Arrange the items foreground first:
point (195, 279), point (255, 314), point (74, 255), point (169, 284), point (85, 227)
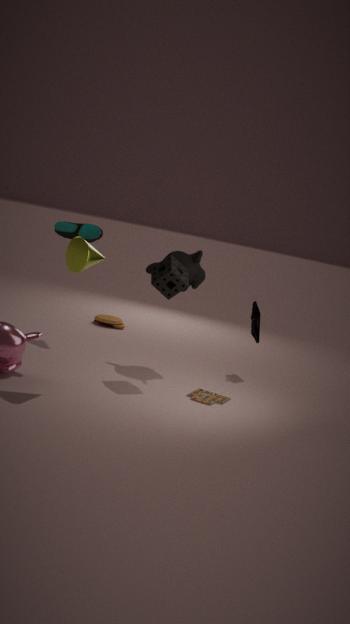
1. point (74, 255)
2. point (169, 284)
3. point (195, 279)
4. point (255, 314)
5. point (85, 227)
